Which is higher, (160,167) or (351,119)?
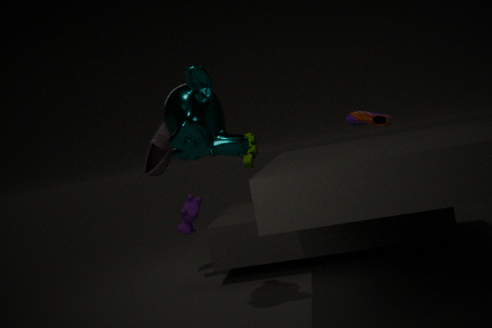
(160,167)
